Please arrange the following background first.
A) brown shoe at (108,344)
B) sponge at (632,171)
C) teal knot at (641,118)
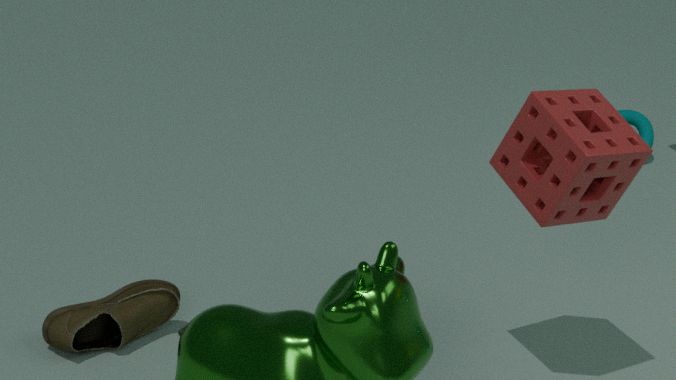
teal knot at (641,118) → brown shoe at (108,344) → sponge at (632,171)
